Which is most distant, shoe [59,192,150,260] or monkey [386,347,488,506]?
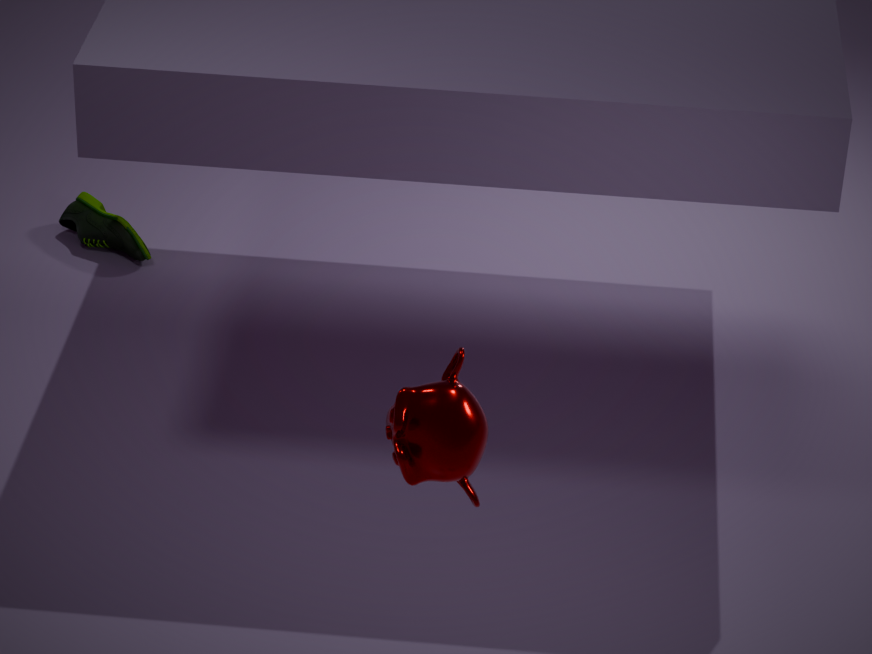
shoe [59,192,150,260]
